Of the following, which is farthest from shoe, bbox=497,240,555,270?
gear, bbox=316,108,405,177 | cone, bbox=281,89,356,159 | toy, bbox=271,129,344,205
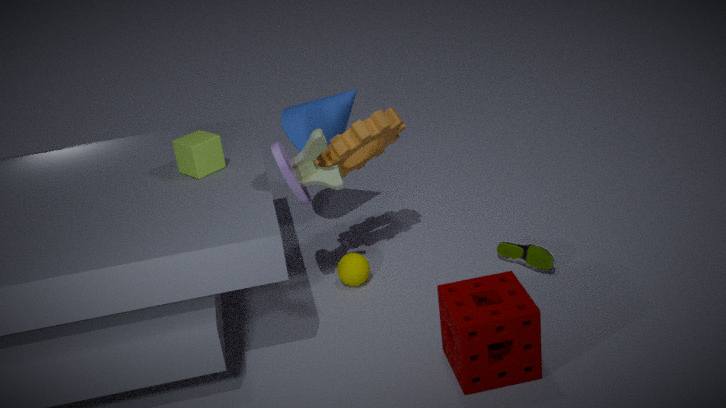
cone, bbox=281,89,356,159
